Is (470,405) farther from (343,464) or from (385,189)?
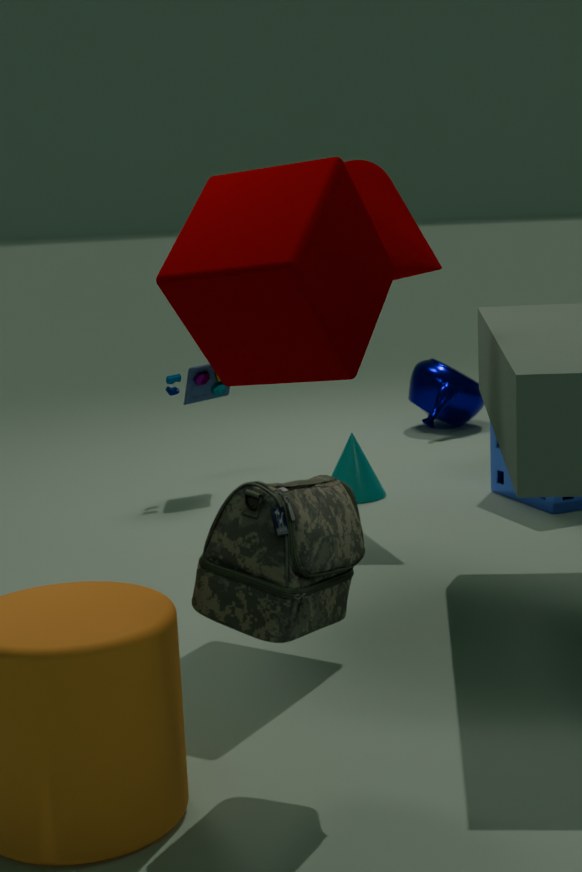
(385,189)
